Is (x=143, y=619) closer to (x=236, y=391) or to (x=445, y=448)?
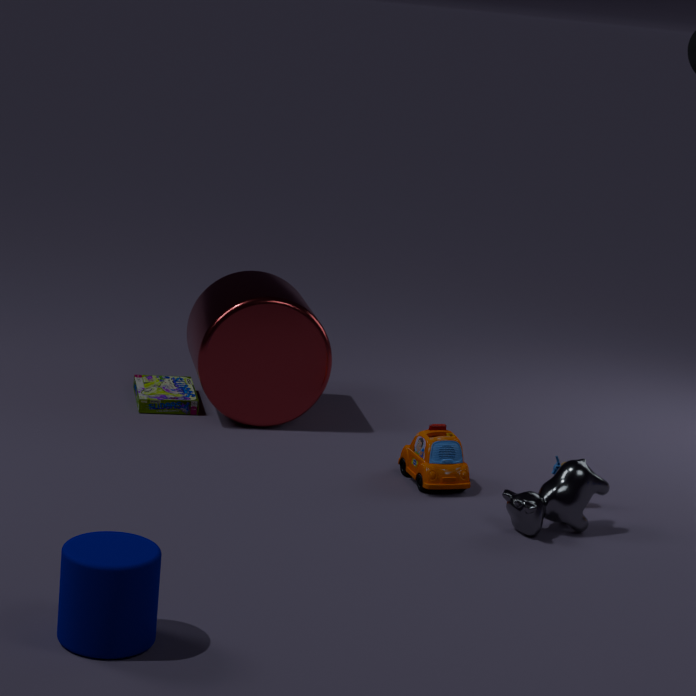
(x=445, y=448)
